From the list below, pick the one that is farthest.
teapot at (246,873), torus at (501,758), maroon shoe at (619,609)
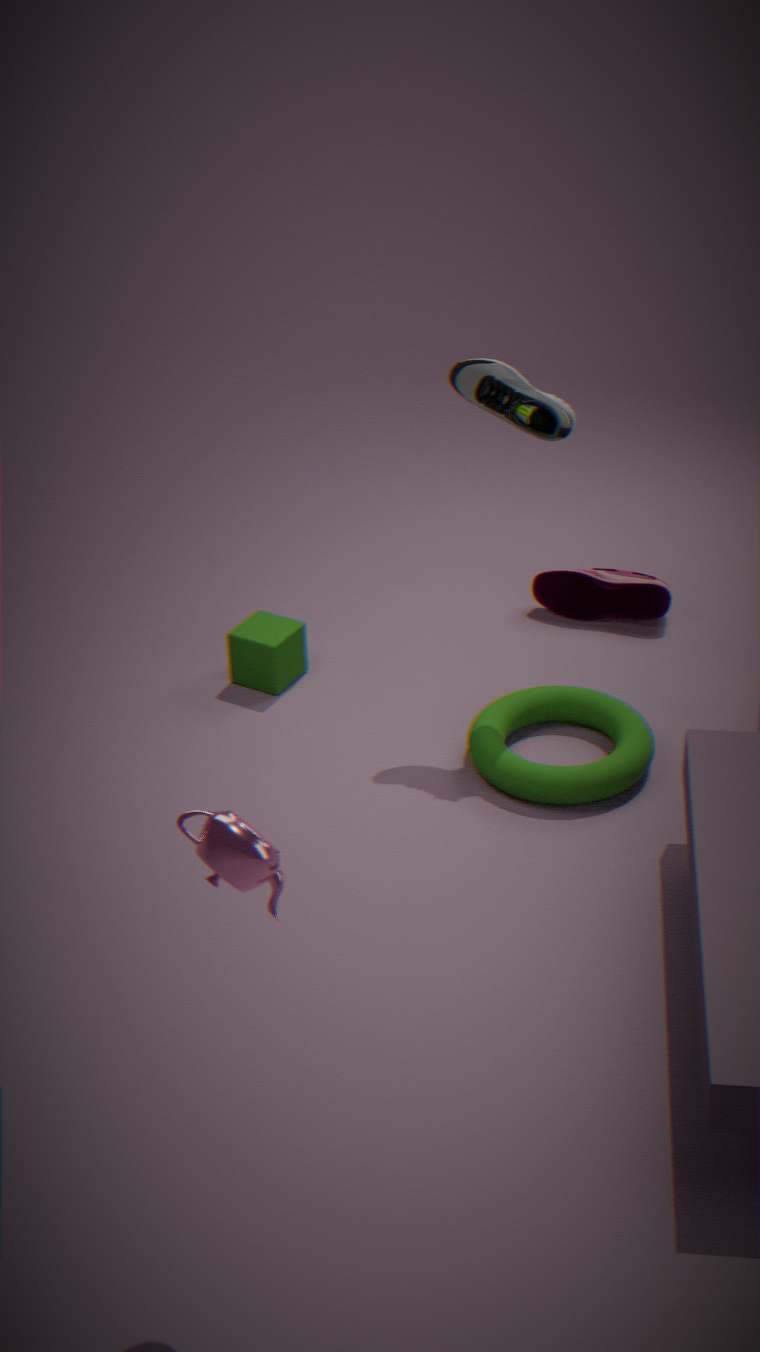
maroon shoe at (619,609)
